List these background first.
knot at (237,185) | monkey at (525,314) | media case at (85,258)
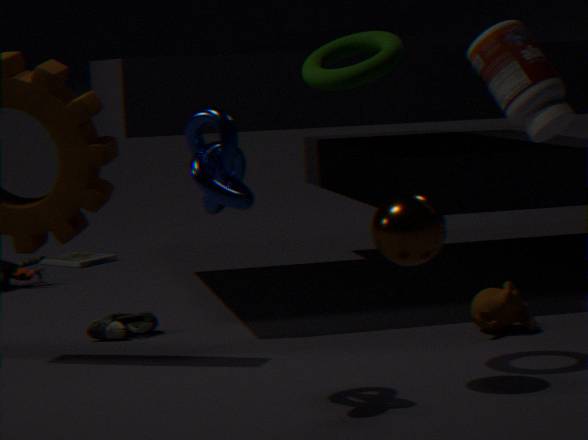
1. media case at (85,258)
2. monkey at (525,314)
3. knot at (237,185)
